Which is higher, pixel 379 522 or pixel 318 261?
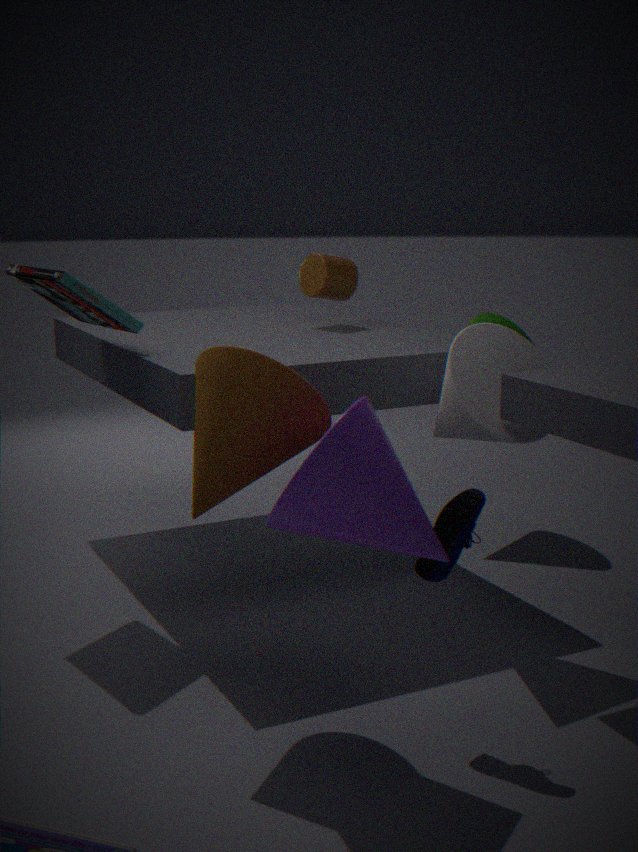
pixel 318 261
